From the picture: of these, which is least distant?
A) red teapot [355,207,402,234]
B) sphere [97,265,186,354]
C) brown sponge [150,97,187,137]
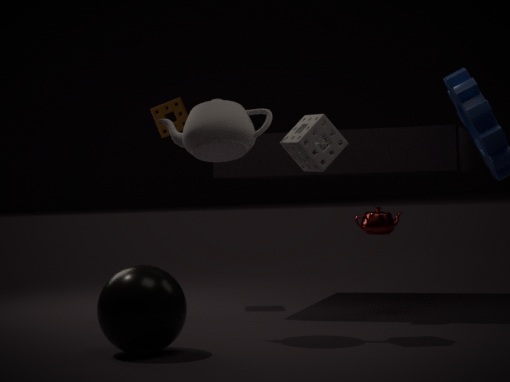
sphere [97,265,186,354]
